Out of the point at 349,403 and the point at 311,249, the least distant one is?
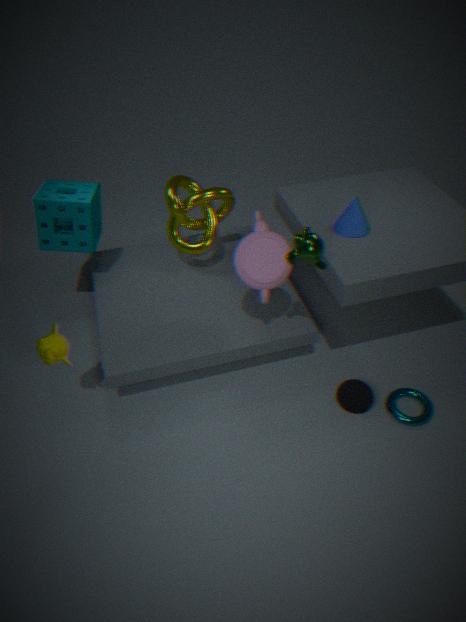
the point at 311,249
